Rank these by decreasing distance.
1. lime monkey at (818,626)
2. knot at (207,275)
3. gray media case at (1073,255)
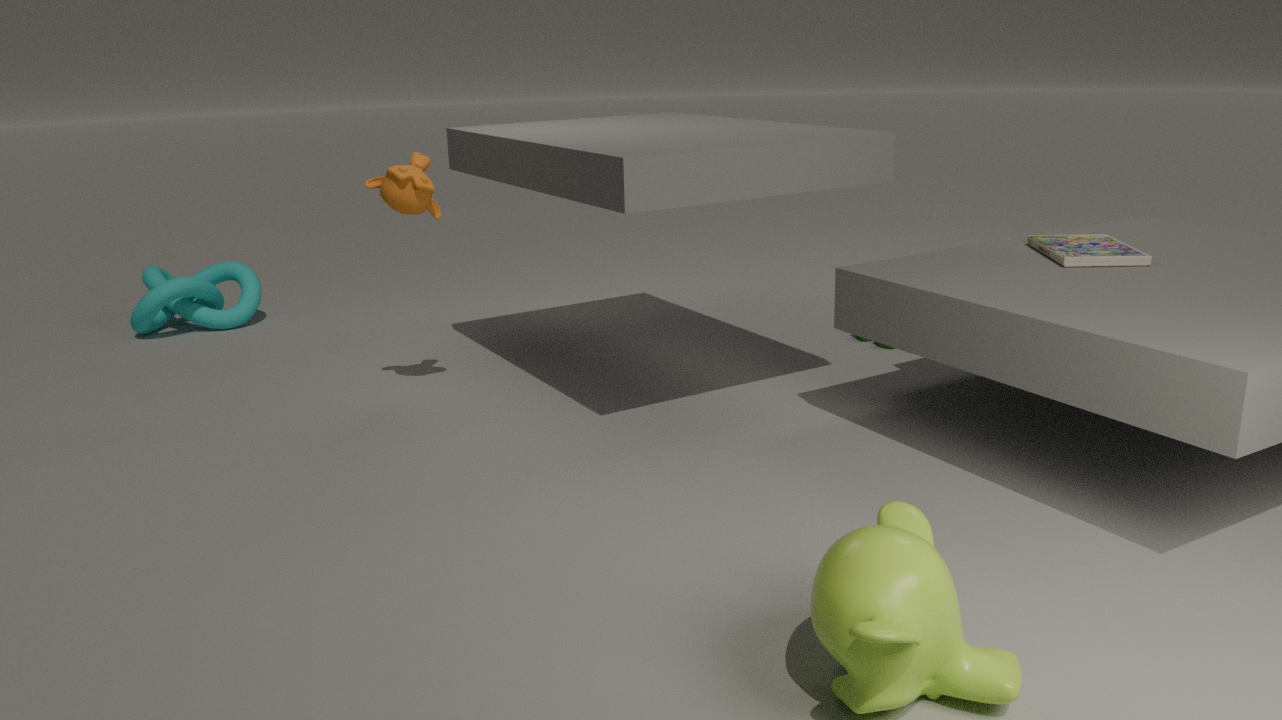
1. knot at (207,275)
2. gray media case at (1073,255)
3. lime monkey at (818,626)
